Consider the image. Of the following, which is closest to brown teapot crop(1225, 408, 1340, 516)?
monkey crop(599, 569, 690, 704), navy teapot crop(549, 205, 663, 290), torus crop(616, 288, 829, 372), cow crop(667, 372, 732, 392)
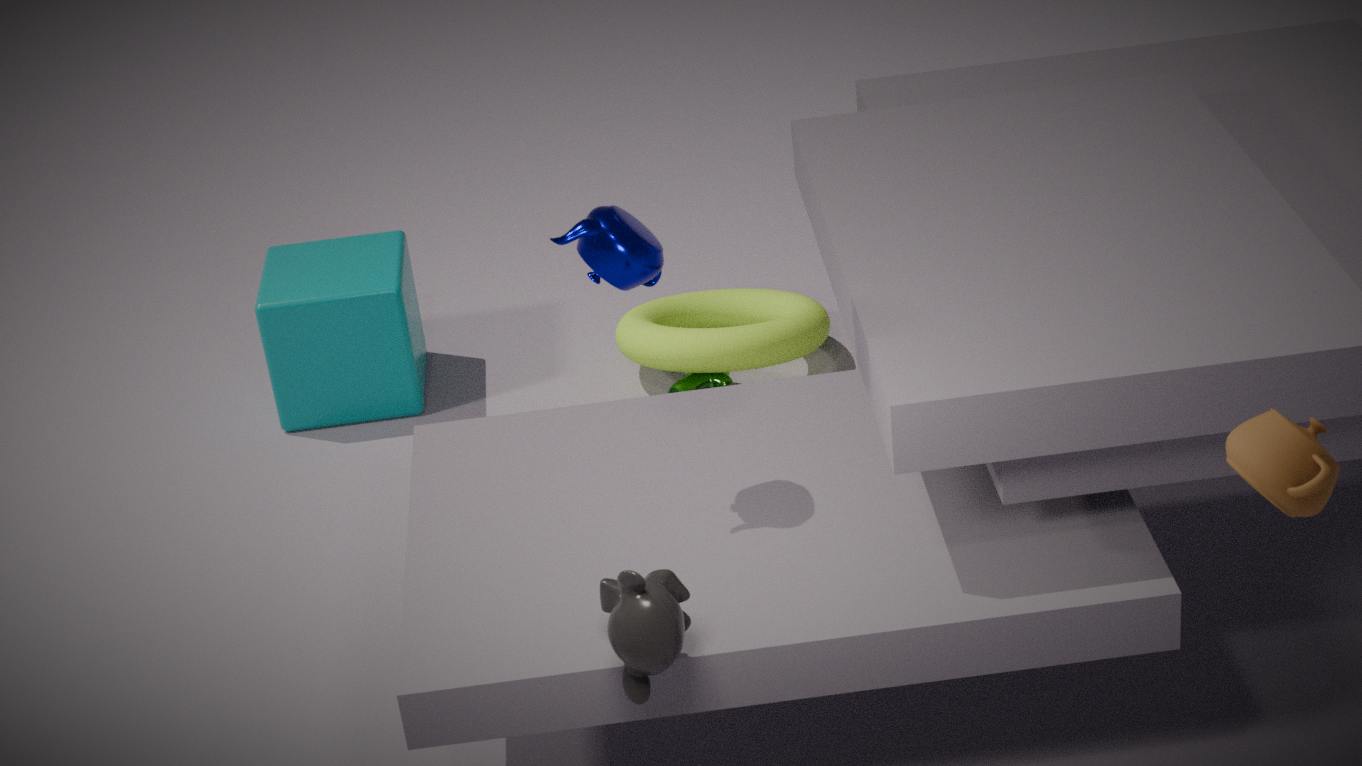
monkey crop(599, 569, 690, 704)
